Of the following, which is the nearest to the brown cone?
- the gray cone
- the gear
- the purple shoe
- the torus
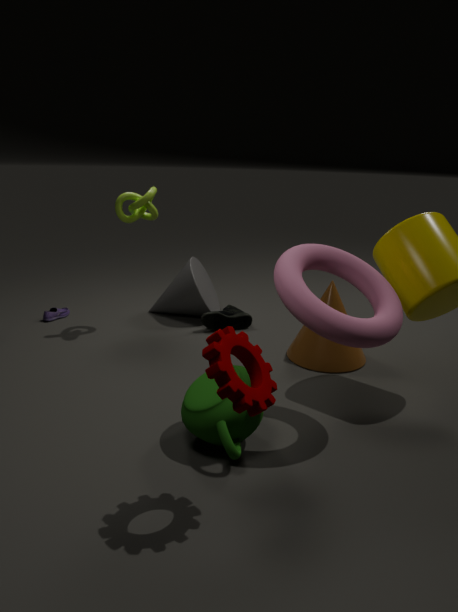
the torus
